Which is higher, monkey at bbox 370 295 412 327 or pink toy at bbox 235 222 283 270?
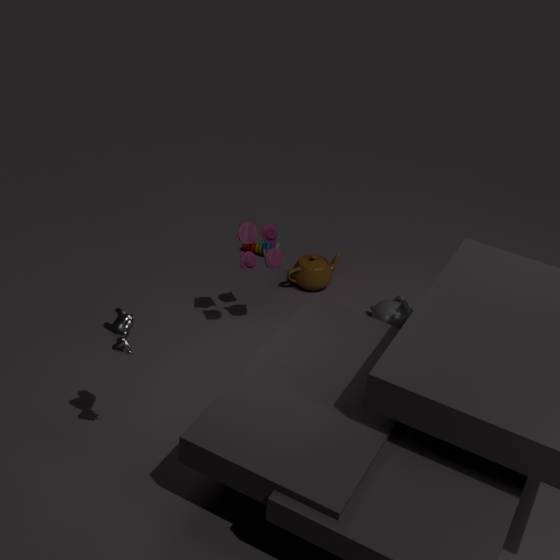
pink toy at bbox 235 222 283 270
